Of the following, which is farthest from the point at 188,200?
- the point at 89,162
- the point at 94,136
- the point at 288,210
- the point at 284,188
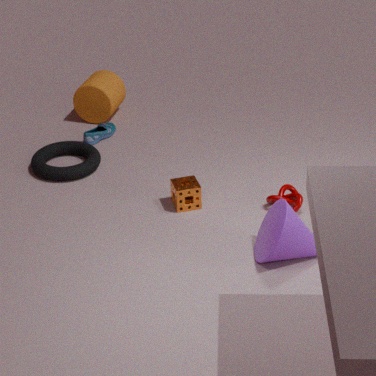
the point at 94,136
